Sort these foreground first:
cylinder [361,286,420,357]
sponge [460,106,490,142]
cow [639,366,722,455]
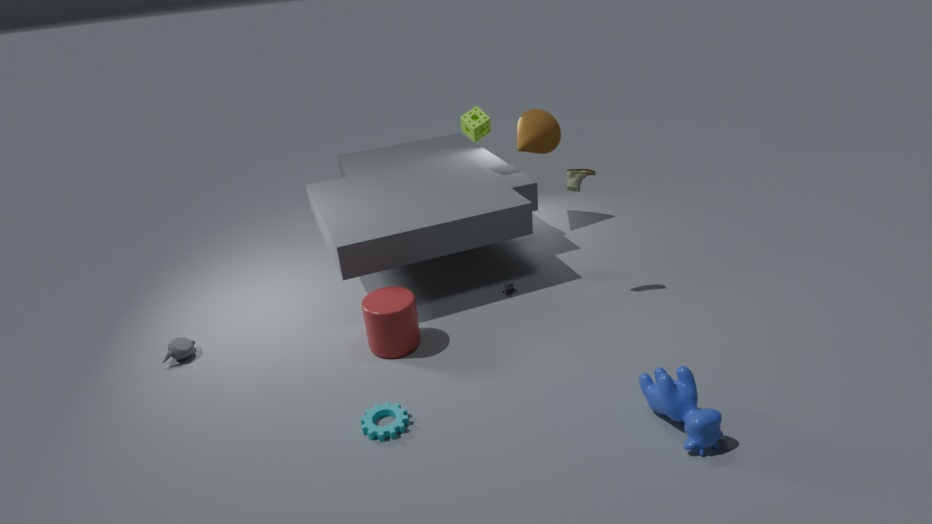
cow [639,366,722,455]
cylinder [361,286,420,357]
sponge [460,106,490,142]
